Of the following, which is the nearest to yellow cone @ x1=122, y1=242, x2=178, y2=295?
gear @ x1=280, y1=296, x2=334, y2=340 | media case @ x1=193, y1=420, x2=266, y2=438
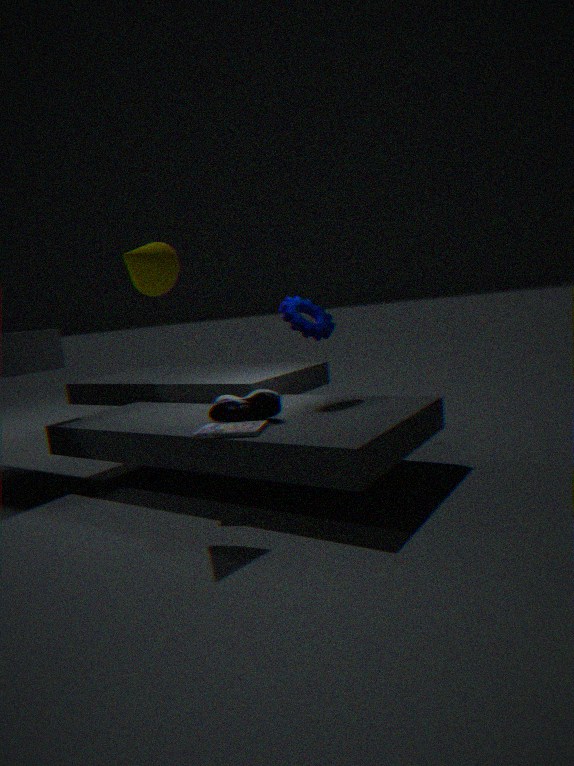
media case @ x1=193, y1=420, x2=266, y2=438
